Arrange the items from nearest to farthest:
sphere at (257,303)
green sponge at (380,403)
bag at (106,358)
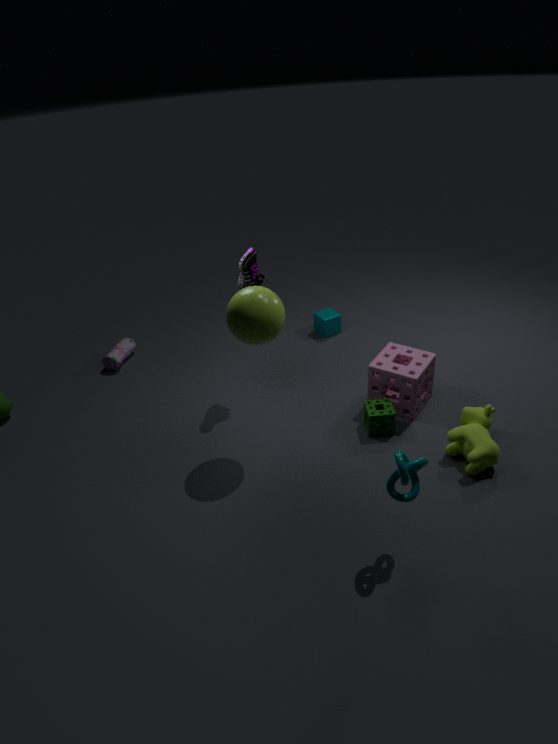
Answer: sphere at (257,303) < green sponge at (380,403) < bag at (106,358)
